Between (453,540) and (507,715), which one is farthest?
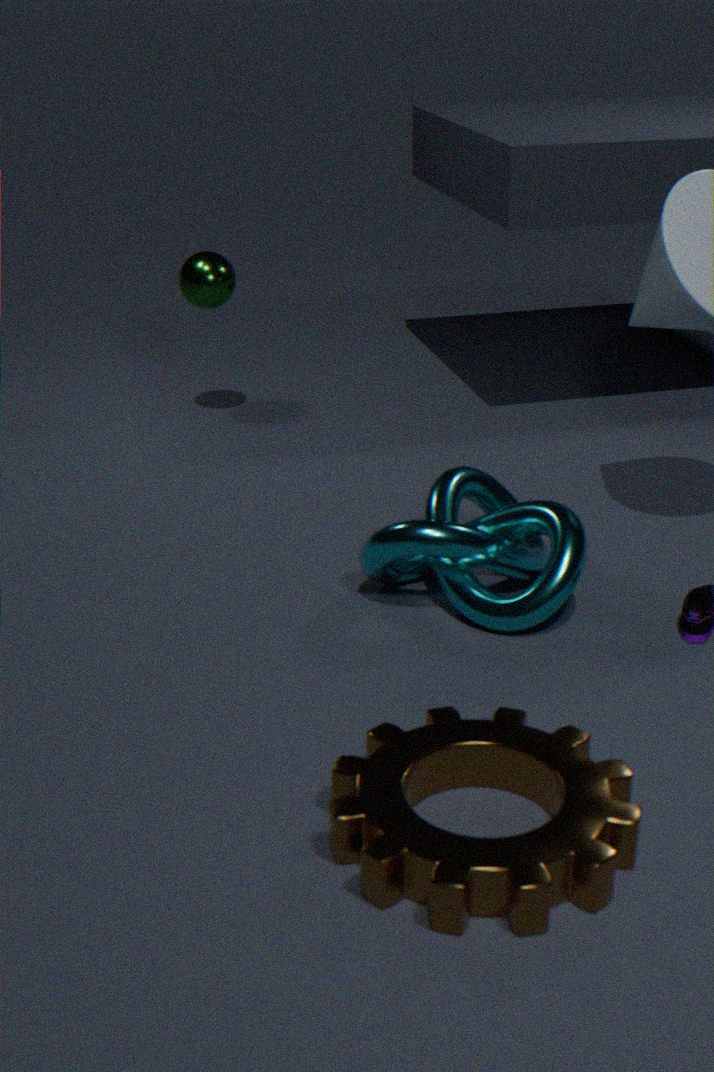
(453,540)
